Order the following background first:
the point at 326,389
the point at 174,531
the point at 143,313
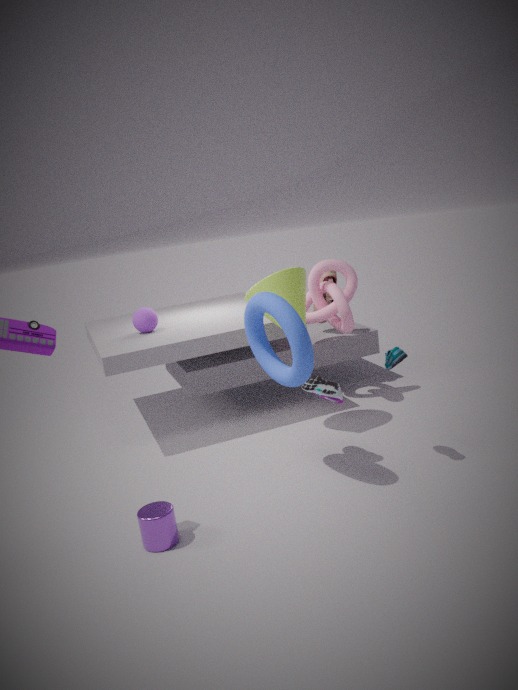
the point at 143,313
the point at 326,389
the point at 174,531
